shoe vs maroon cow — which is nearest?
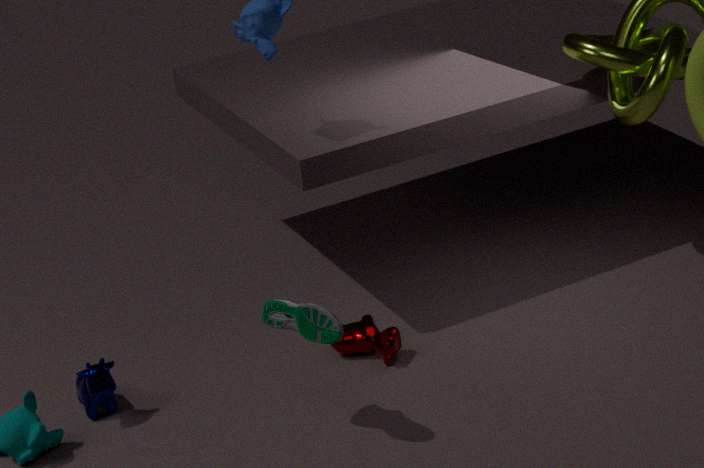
shoe
